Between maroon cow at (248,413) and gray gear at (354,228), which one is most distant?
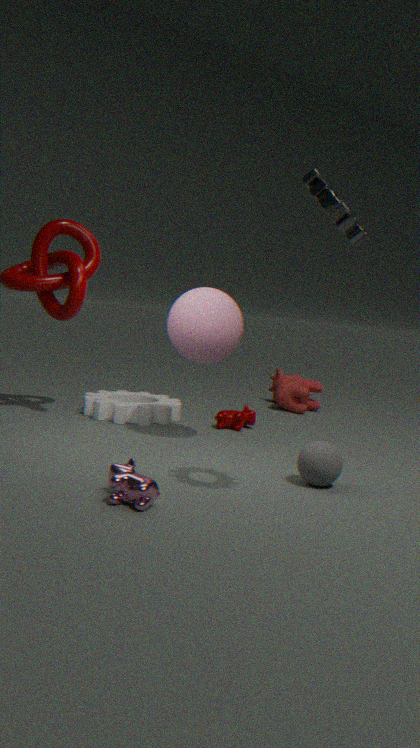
maroon cow at (248,413)
